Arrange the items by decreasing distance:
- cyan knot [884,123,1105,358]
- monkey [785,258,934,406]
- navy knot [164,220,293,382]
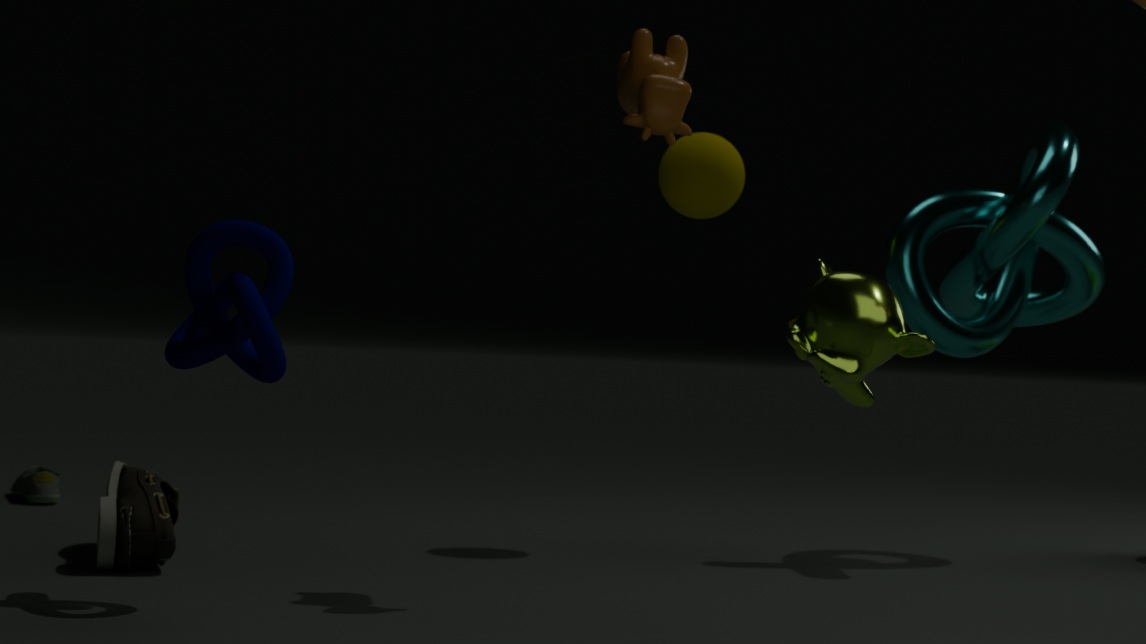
cyan knot [884,123,1105,358] < navy knot [164,220,293,382] < monkey [785,258,934,406]
